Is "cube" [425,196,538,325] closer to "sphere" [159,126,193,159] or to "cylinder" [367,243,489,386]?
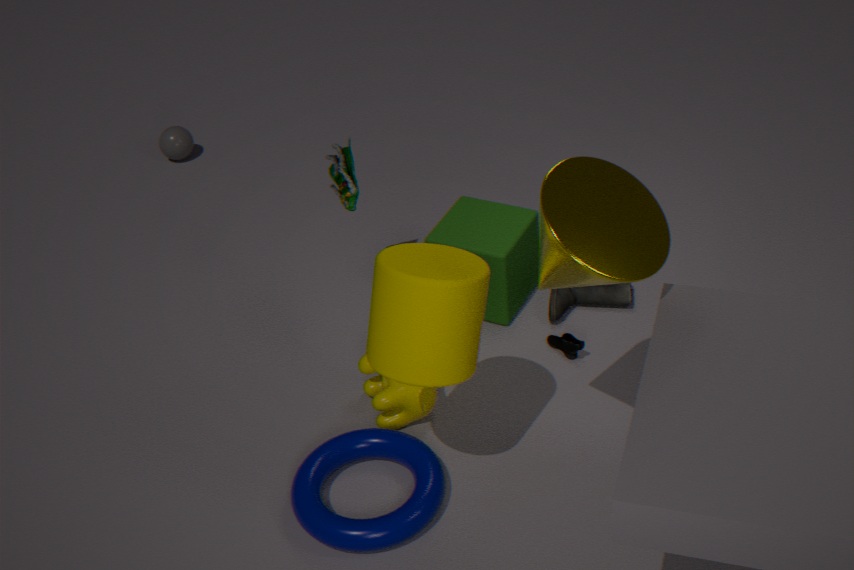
"cylinder" [367,243,489,386]
